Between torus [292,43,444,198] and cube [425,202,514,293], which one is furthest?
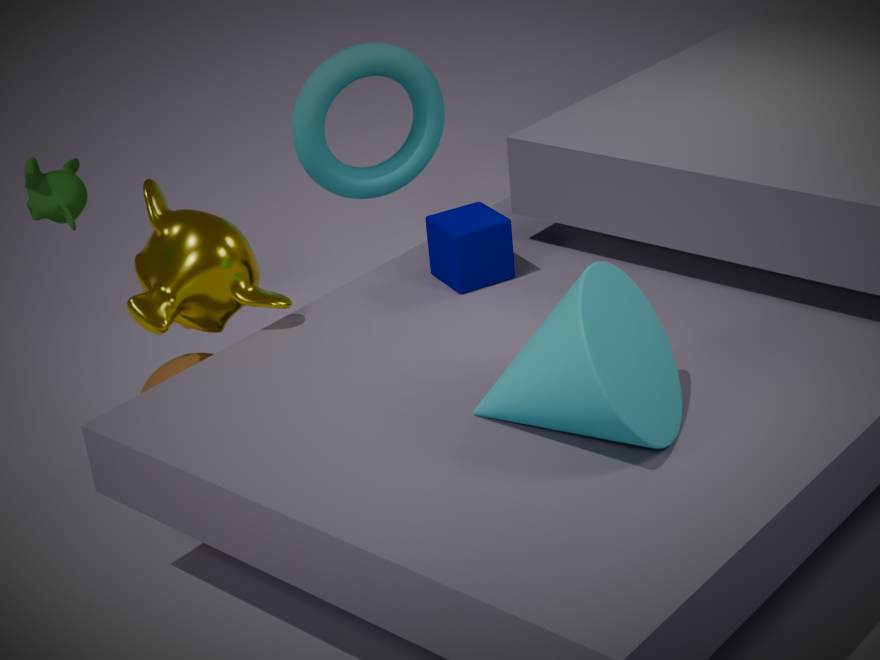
torus [292,43,444,198]
